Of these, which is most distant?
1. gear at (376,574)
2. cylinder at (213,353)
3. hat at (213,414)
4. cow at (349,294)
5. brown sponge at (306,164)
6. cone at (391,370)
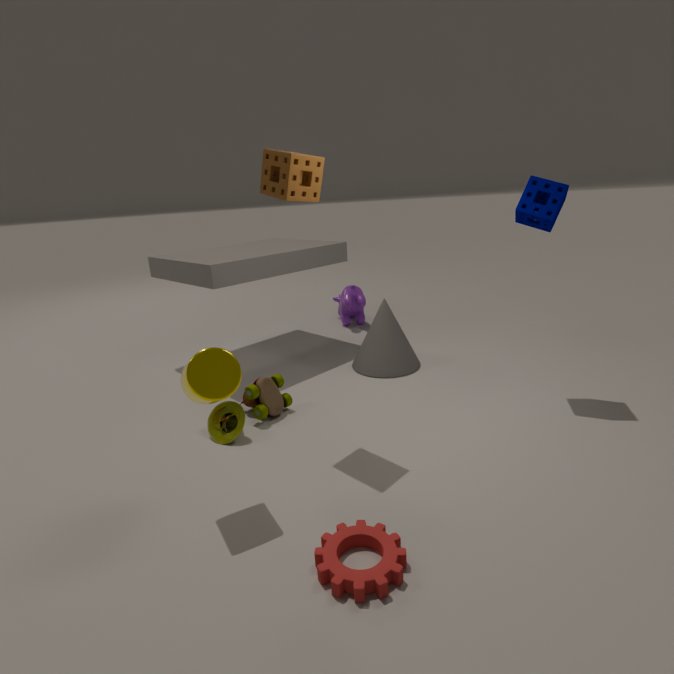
cow at (349,294)
